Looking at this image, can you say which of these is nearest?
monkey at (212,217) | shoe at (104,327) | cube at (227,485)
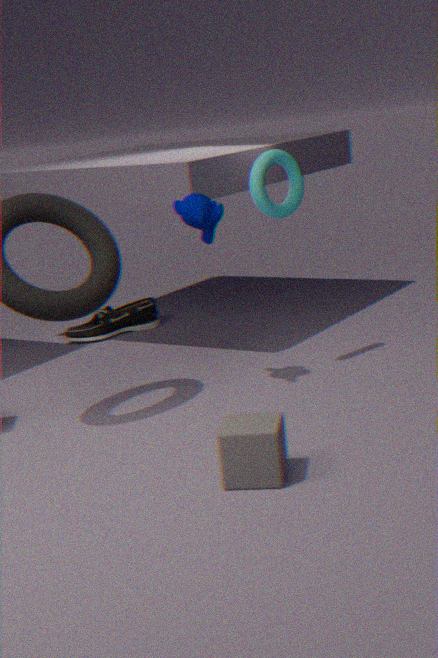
cube at (227,485)
